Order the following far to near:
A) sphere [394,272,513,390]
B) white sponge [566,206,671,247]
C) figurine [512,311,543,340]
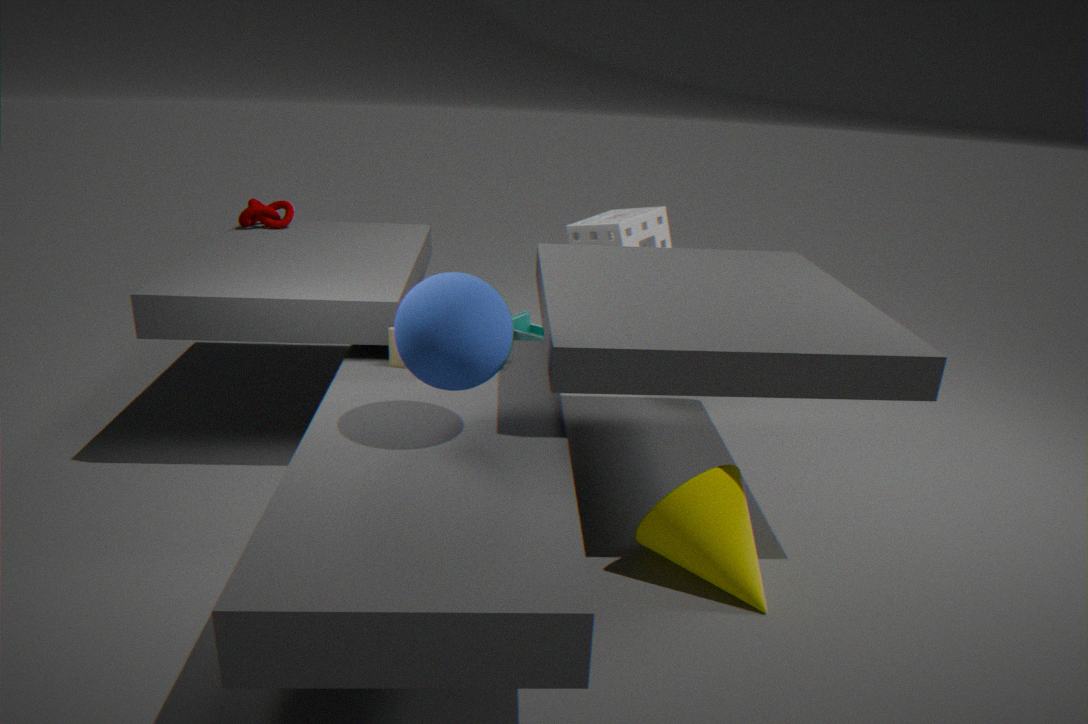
C. figurine [512,311,543,340]
B. white sponge [566,206,671,247]
A. sphere [394,272,513,390]
